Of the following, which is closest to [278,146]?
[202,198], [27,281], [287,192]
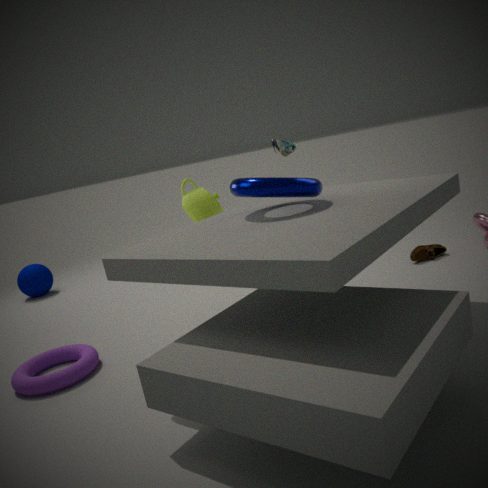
[202,198]
